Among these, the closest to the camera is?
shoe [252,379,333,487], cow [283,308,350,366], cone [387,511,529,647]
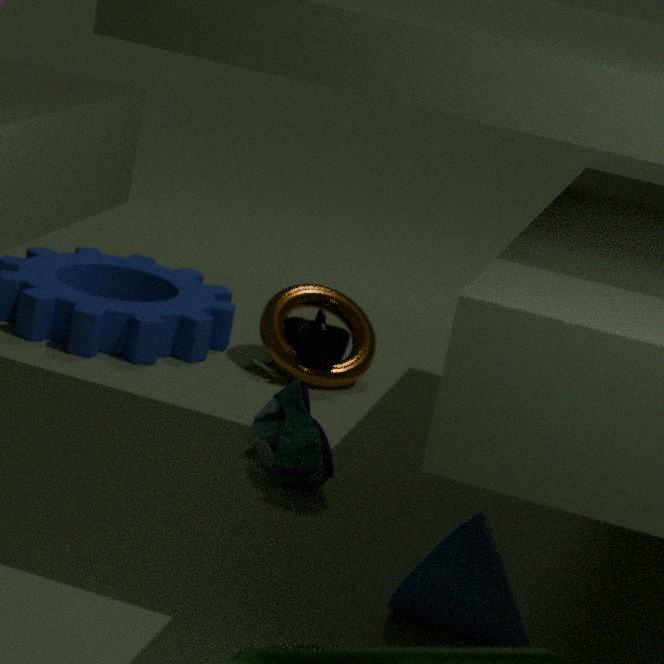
cone [387,511,529,647]
